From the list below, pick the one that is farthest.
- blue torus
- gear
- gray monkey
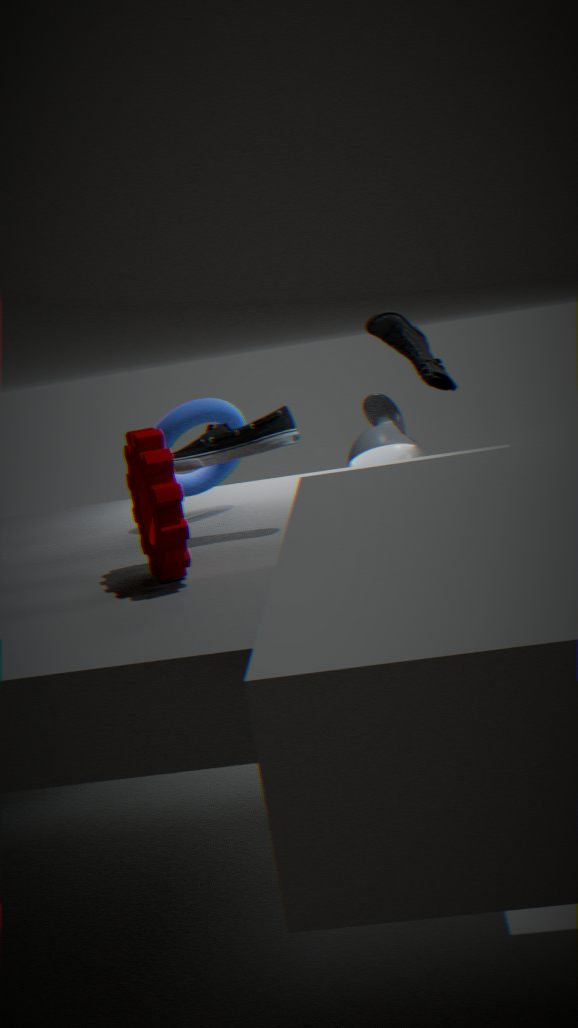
gray monkey
